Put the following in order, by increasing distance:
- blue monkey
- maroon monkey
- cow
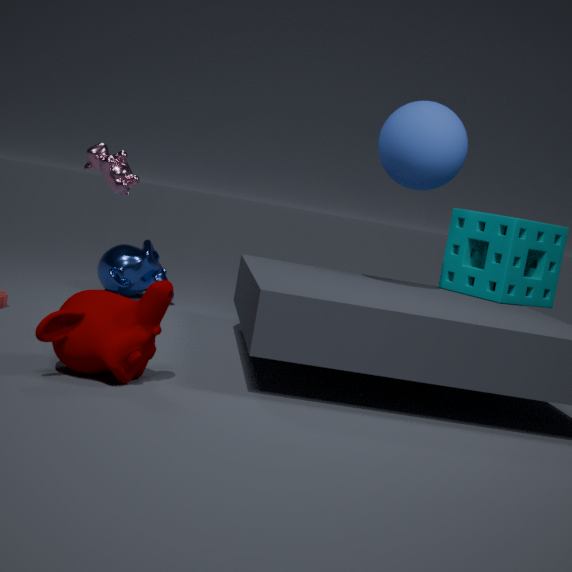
maroon monkey < cow < blue monkey
